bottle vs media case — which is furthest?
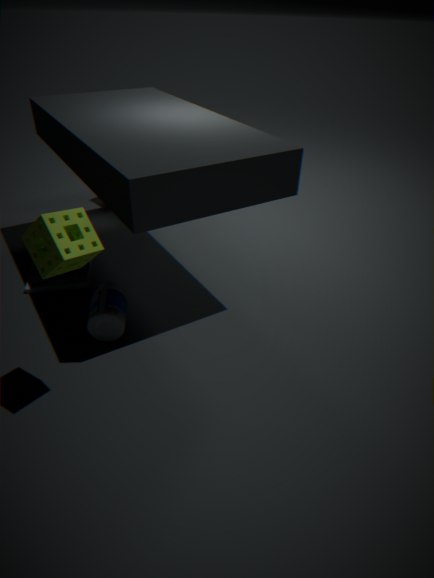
media case
